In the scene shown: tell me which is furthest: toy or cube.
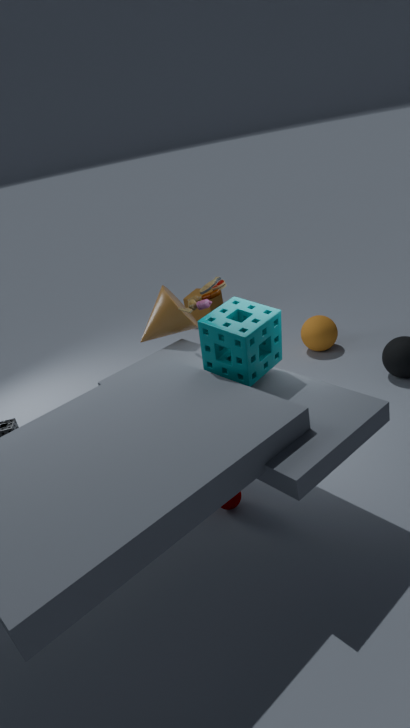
cube
